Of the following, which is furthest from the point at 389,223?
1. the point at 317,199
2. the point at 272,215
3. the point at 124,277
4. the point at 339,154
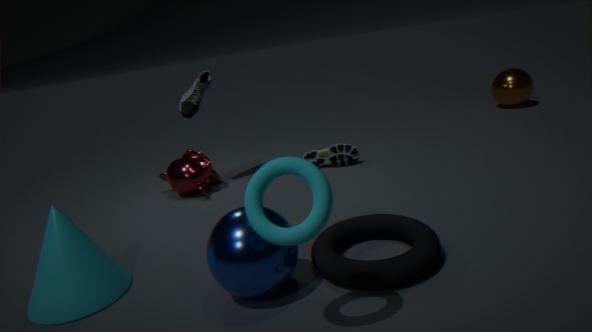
the point at 339,154
